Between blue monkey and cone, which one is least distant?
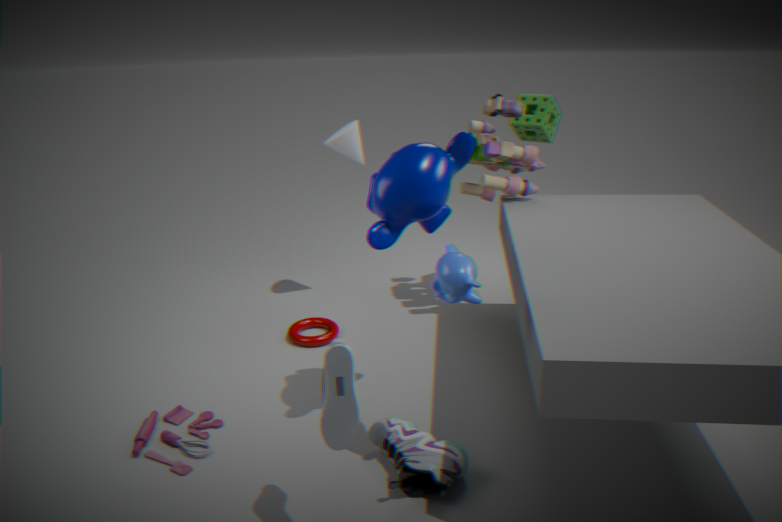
blue monkey
